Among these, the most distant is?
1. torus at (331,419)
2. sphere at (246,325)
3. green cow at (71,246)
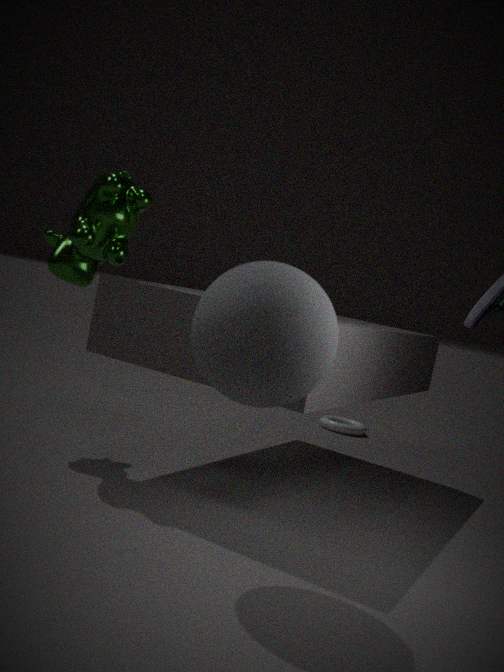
torus at (331,419)
